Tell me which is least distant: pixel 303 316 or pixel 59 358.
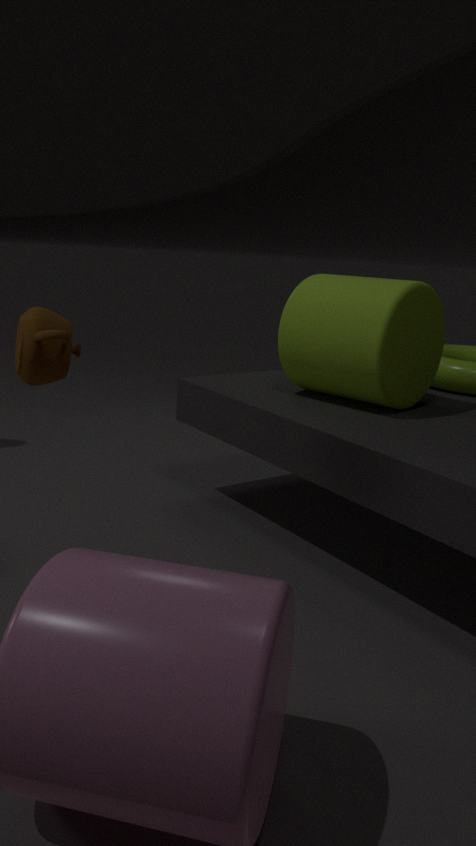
pixel 59 358
